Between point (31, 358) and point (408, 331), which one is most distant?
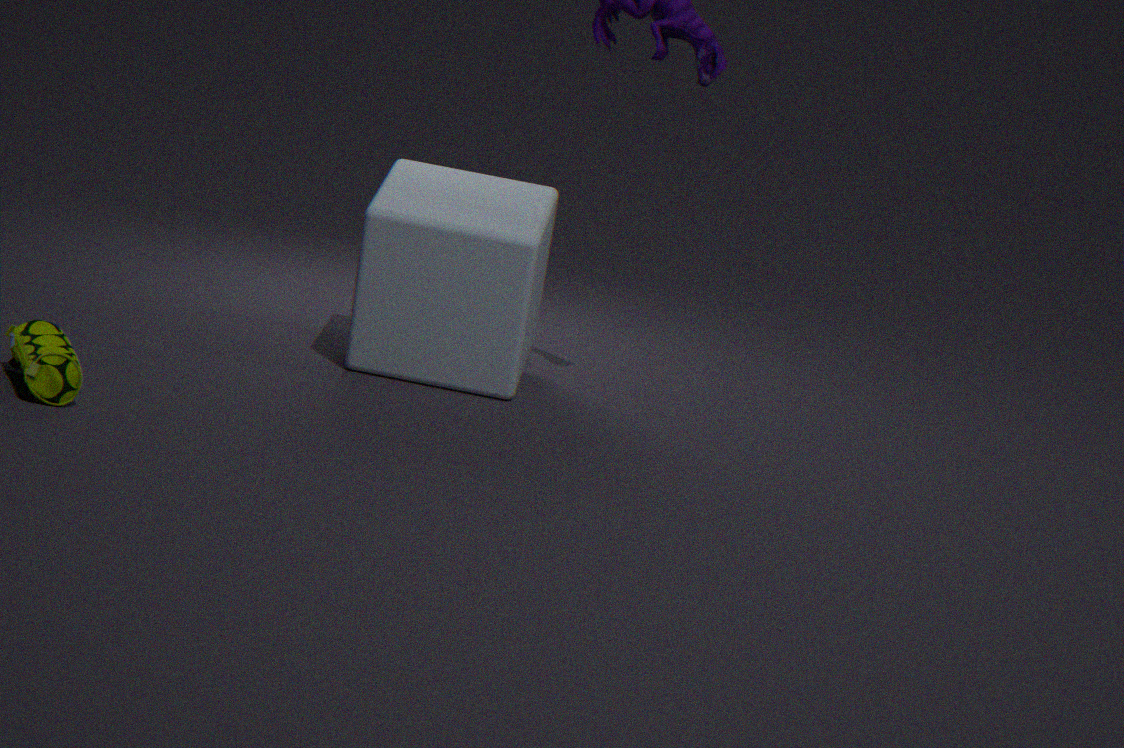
point (408, 331)
